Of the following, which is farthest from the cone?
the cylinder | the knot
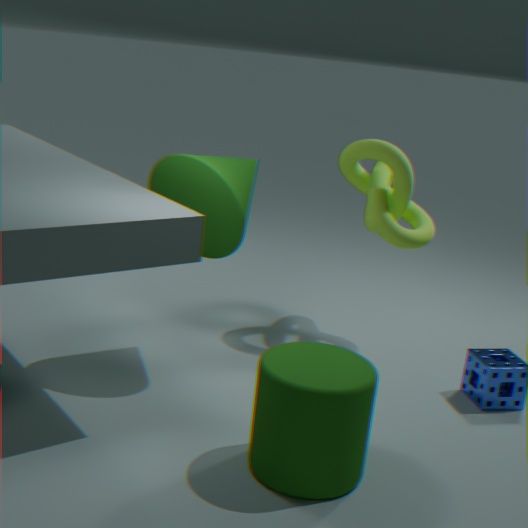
the cylinder
